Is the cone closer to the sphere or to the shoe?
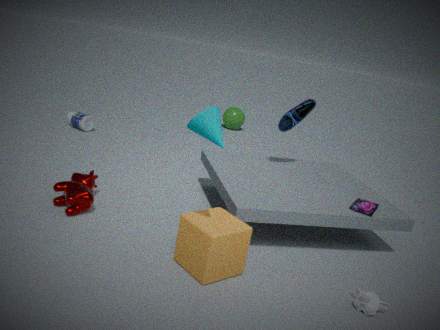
the shoe
